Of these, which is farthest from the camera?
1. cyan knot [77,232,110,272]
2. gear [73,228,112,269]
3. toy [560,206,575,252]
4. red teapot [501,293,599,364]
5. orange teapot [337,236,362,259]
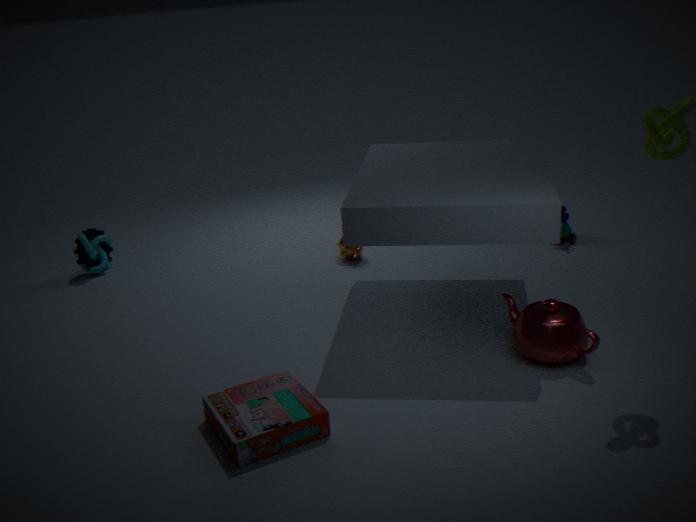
gear [73,228,112,269]
